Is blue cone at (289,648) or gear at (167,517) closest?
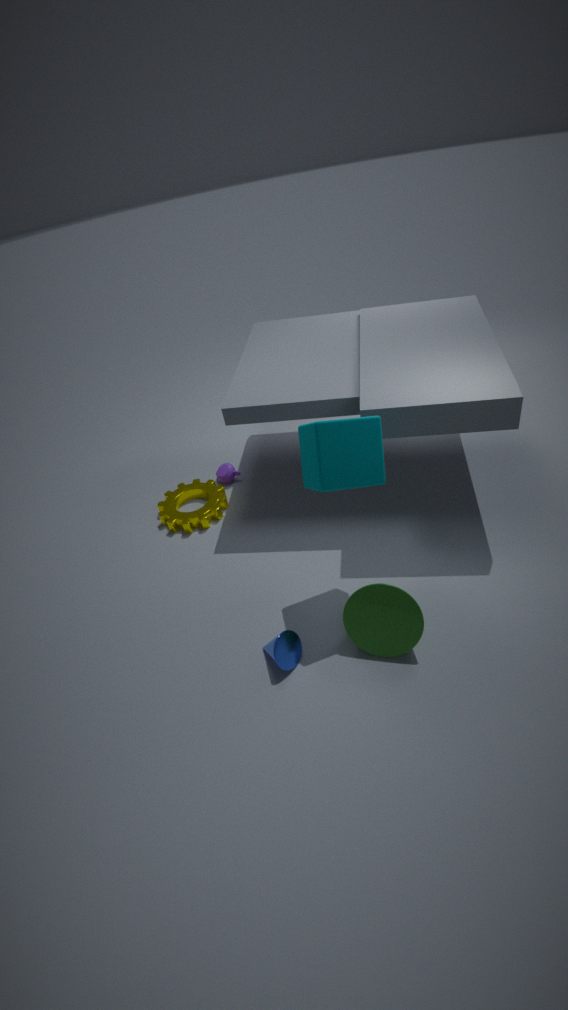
blue cone at (289,648)
